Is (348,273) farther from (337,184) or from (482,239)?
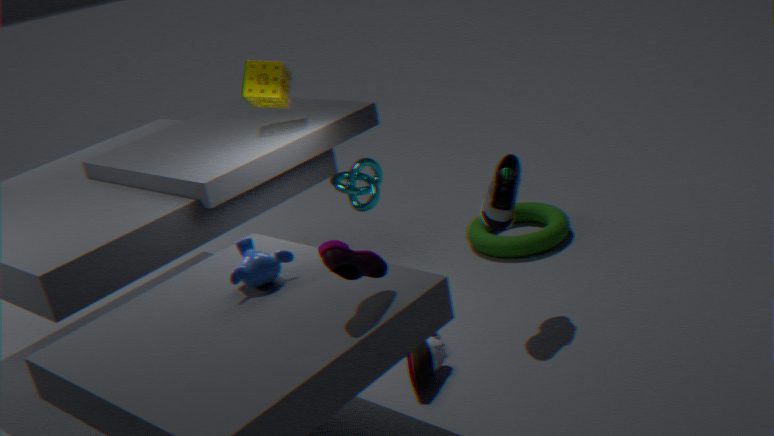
(482,239)
